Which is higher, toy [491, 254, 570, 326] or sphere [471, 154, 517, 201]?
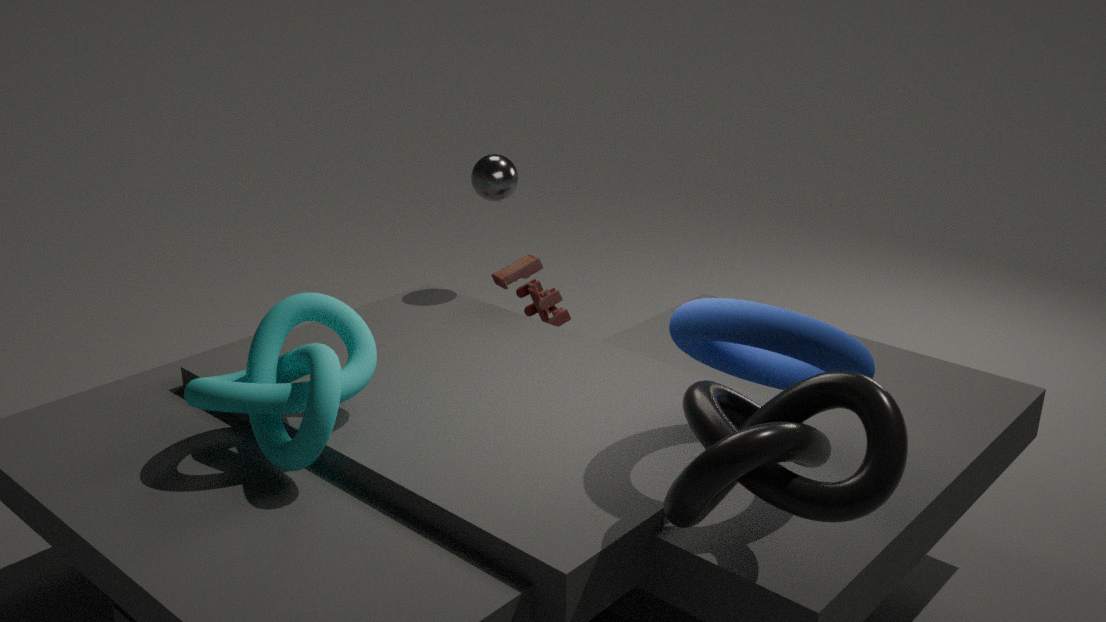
sphere [471, 154, 517, 201]
